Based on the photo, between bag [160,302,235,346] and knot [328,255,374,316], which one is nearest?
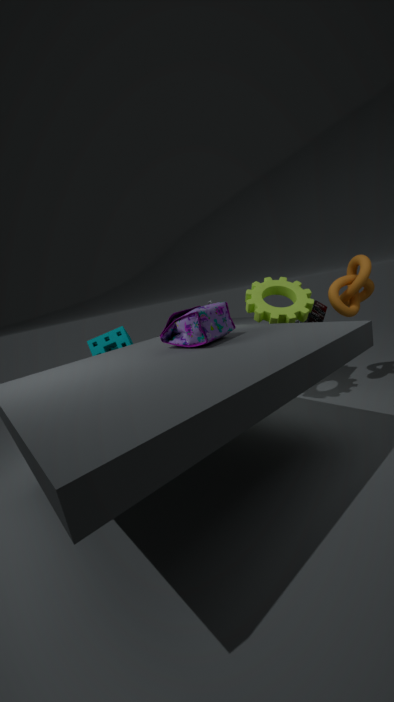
bag [160,302,235,346]
